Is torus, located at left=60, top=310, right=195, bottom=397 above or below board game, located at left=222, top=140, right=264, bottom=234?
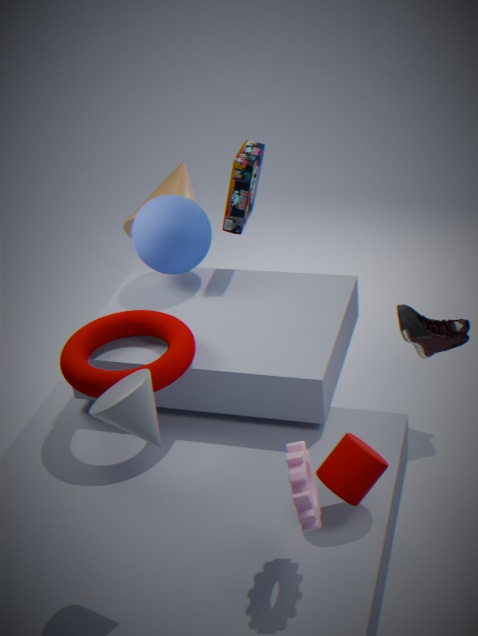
below
